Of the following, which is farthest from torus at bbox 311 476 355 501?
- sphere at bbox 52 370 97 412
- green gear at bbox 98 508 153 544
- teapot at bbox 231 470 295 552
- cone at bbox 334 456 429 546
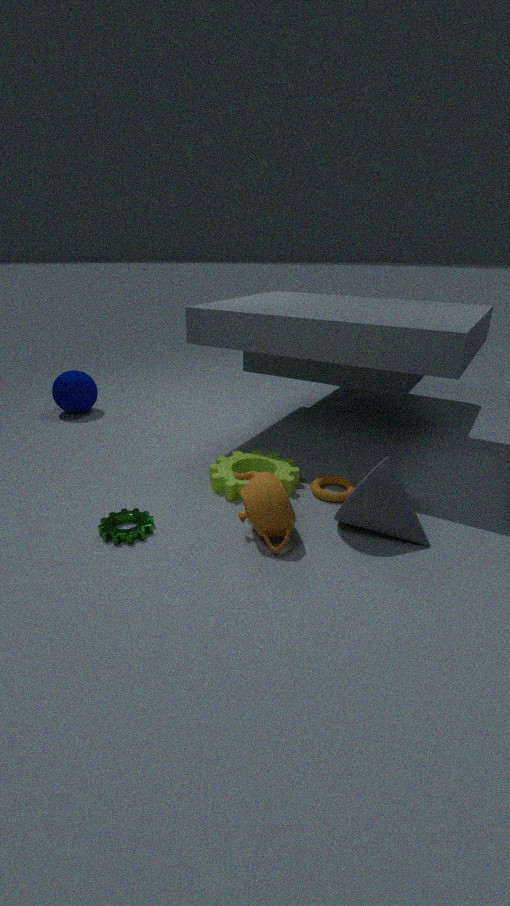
sphere at bbox 52 370 97 412
